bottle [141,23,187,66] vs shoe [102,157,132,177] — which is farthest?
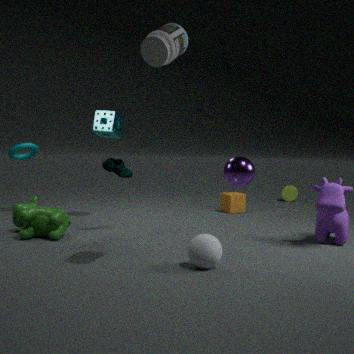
shoe [102,157,132,177]
